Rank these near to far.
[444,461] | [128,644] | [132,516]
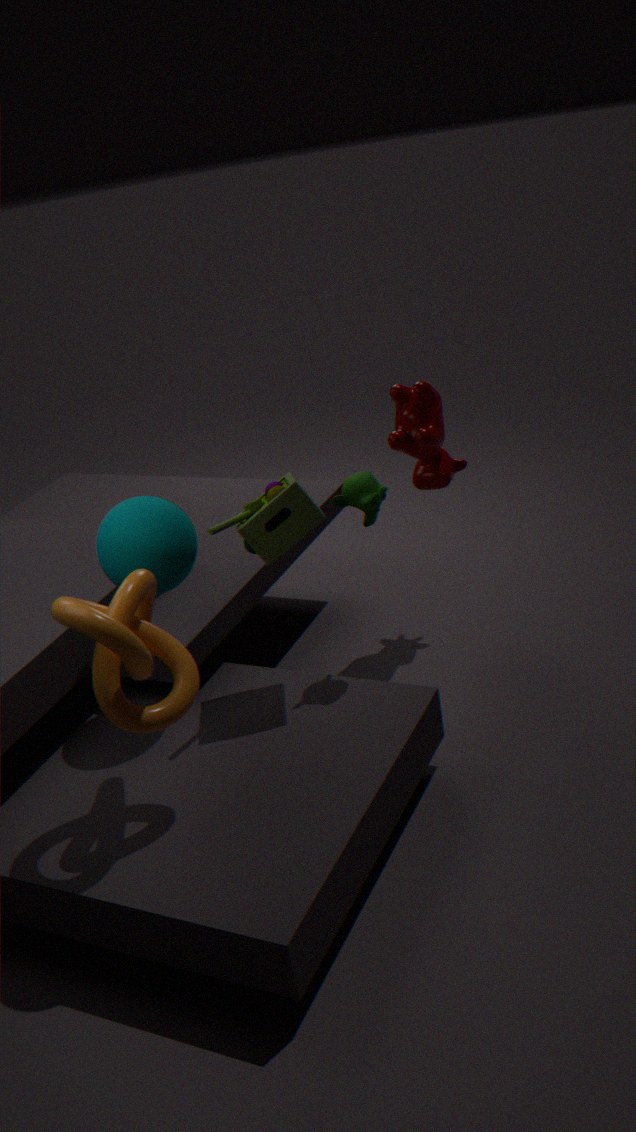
[128,644] → [132,516] → [444,461]
